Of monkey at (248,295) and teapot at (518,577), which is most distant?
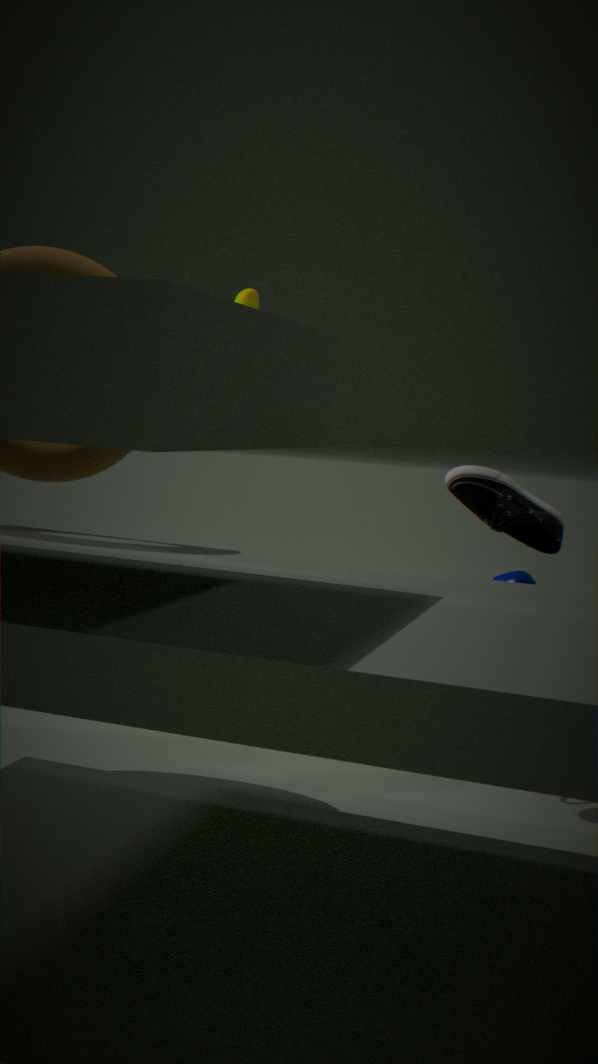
monkey at (248,295)
